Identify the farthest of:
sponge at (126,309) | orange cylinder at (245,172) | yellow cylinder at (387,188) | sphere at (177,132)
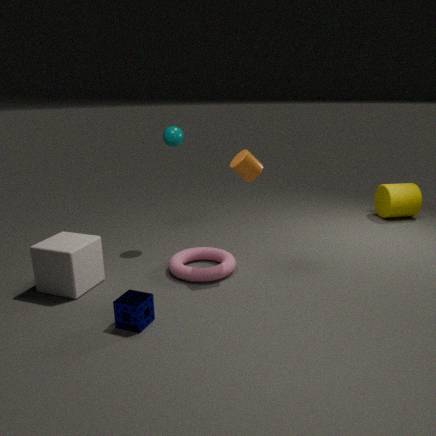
yellow cylinder at (387,188)
